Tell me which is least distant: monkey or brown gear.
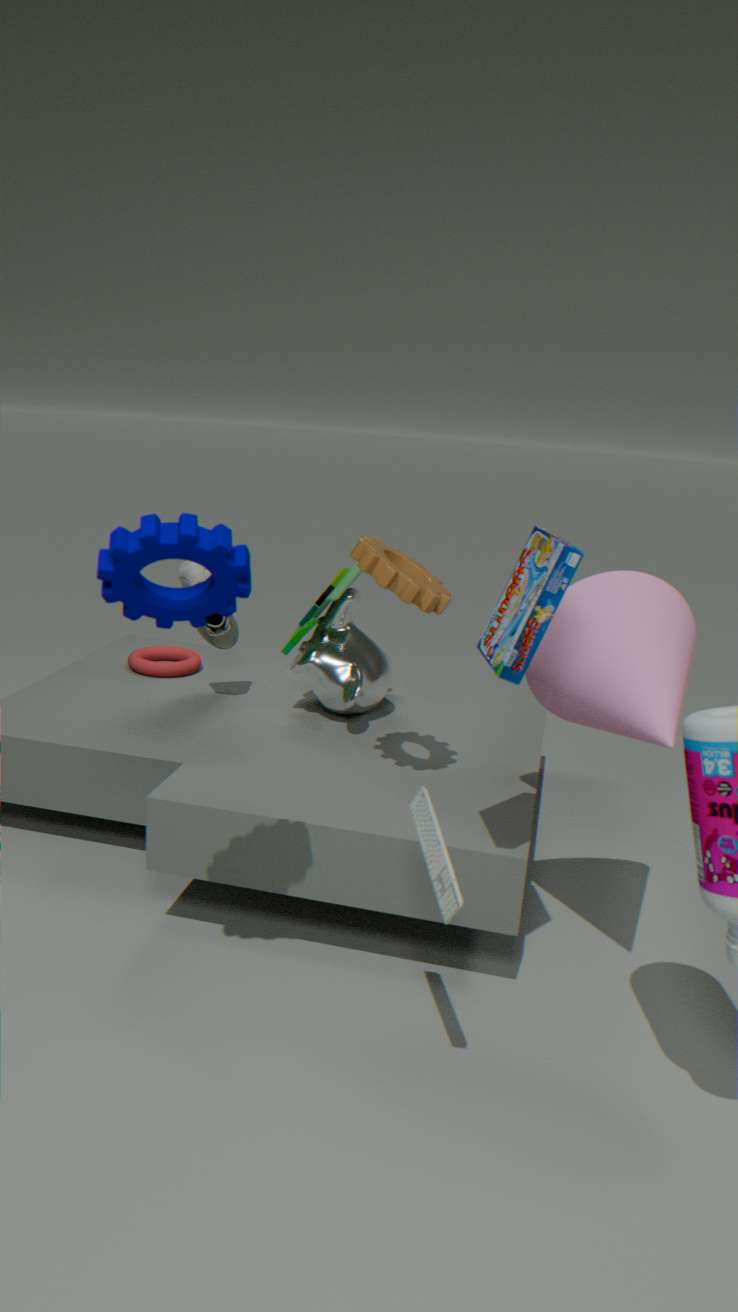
brown gear
